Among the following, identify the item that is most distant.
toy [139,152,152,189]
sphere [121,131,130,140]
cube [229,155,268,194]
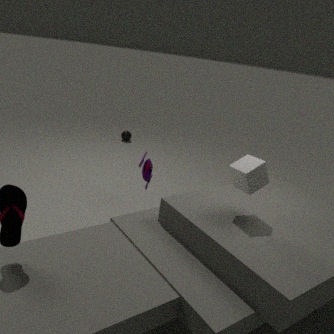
sphere [121,131,130,140]
